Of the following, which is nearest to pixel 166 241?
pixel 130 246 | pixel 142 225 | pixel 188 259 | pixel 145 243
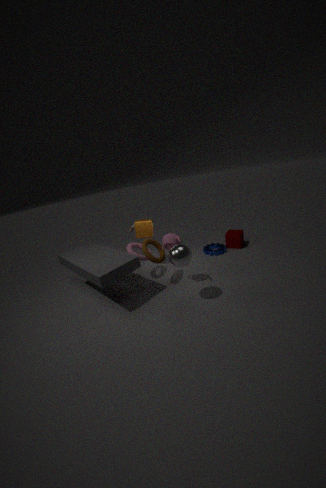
pixel 145 243
